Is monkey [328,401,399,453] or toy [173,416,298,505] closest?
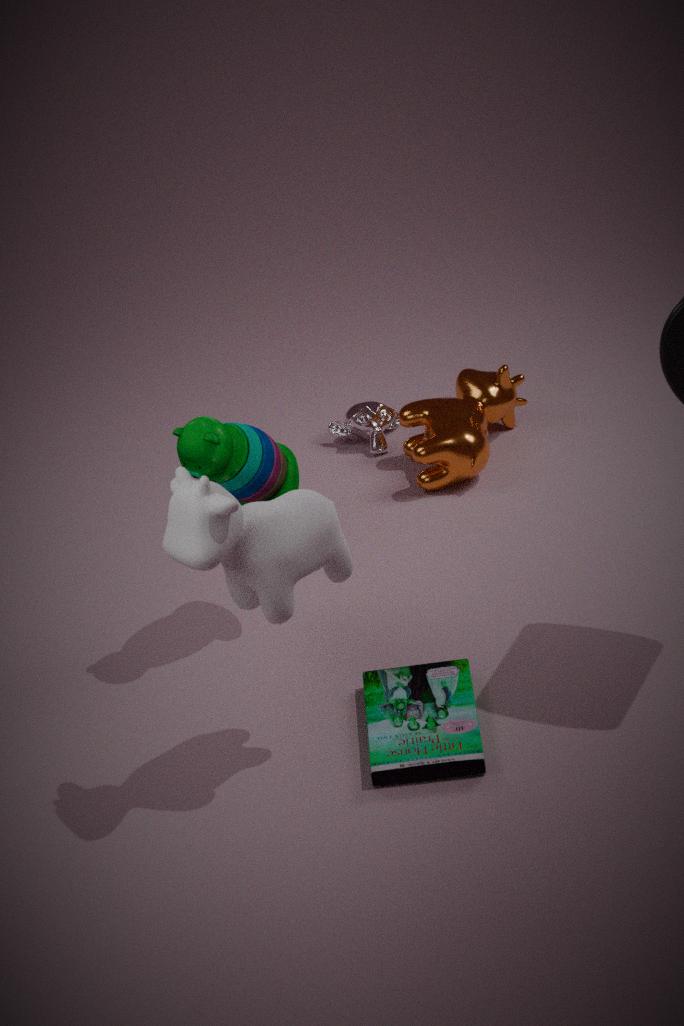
toy [173,416,298,505]
